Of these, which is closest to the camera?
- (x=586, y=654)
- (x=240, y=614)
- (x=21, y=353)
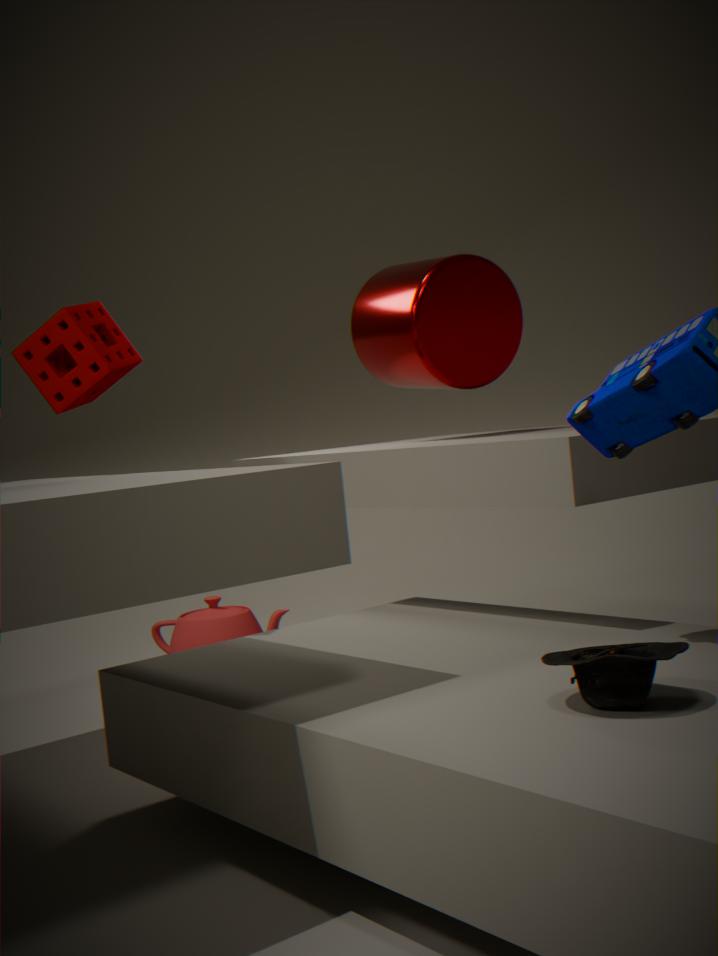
(x=586, y=654)
